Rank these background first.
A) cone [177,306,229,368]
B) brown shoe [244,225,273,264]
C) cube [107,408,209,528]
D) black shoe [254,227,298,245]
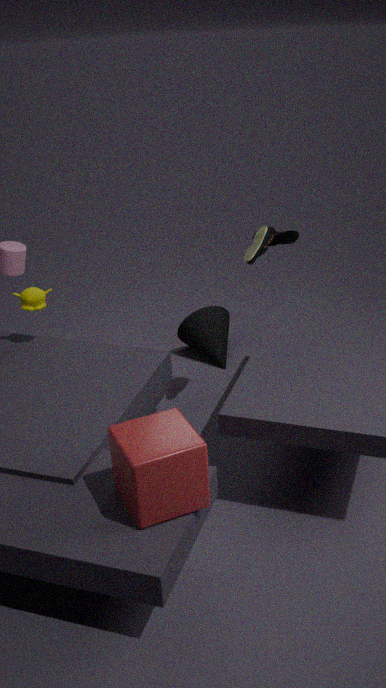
black shoe [254,227,298,245] → cone [177,306,229,368] → brown shoe [244,225,273,264] → cube [107,408,209,528]
